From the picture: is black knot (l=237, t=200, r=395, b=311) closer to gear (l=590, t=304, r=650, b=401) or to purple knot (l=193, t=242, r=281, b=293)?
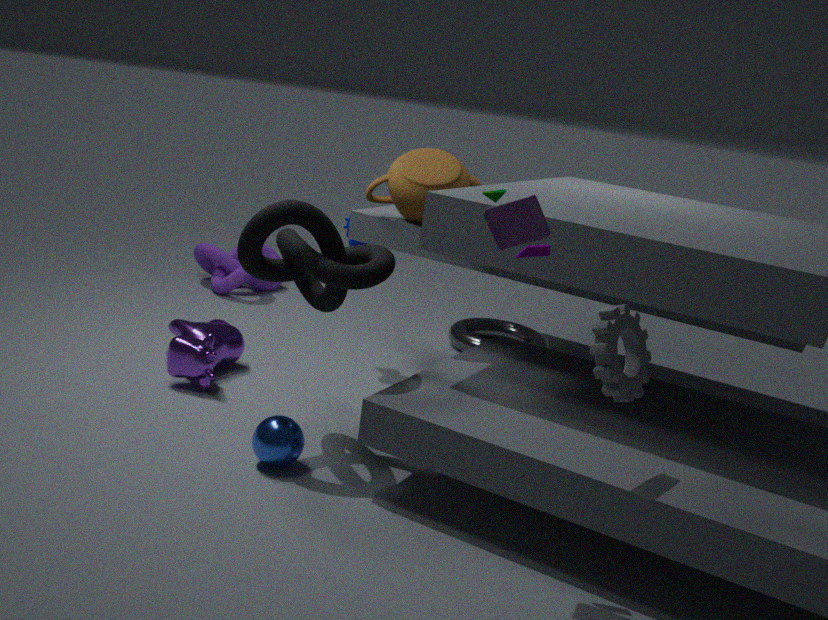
gear (l=590, t=304, r=650, b=401)
